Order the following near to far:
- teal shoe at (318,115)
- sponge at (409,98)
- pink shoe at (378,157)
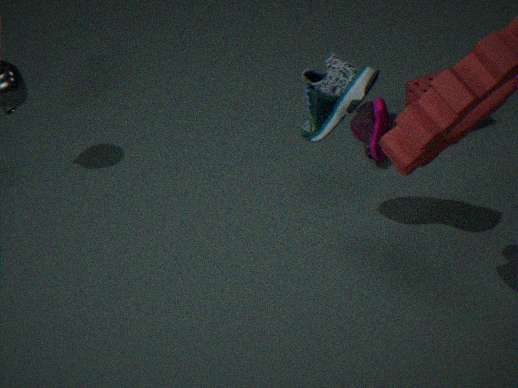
teal shoe at (318,115) → pink shoe at (378,157) → sponge at (409,98)
